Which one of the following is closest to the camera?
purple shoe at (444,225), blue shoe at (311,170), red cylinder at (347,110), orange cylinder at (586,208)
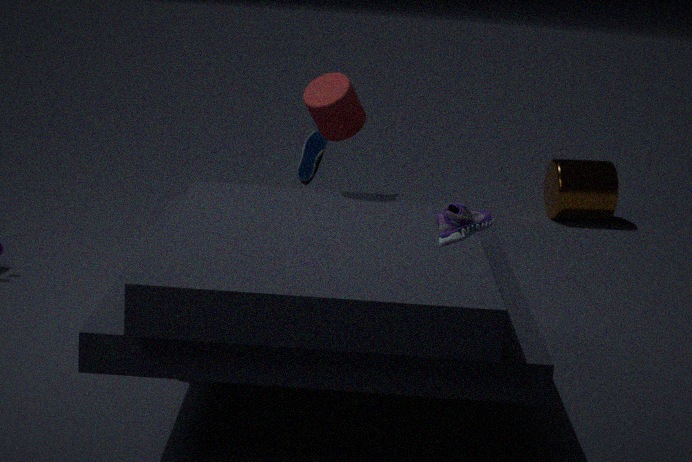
purple shoe at (444,225)
